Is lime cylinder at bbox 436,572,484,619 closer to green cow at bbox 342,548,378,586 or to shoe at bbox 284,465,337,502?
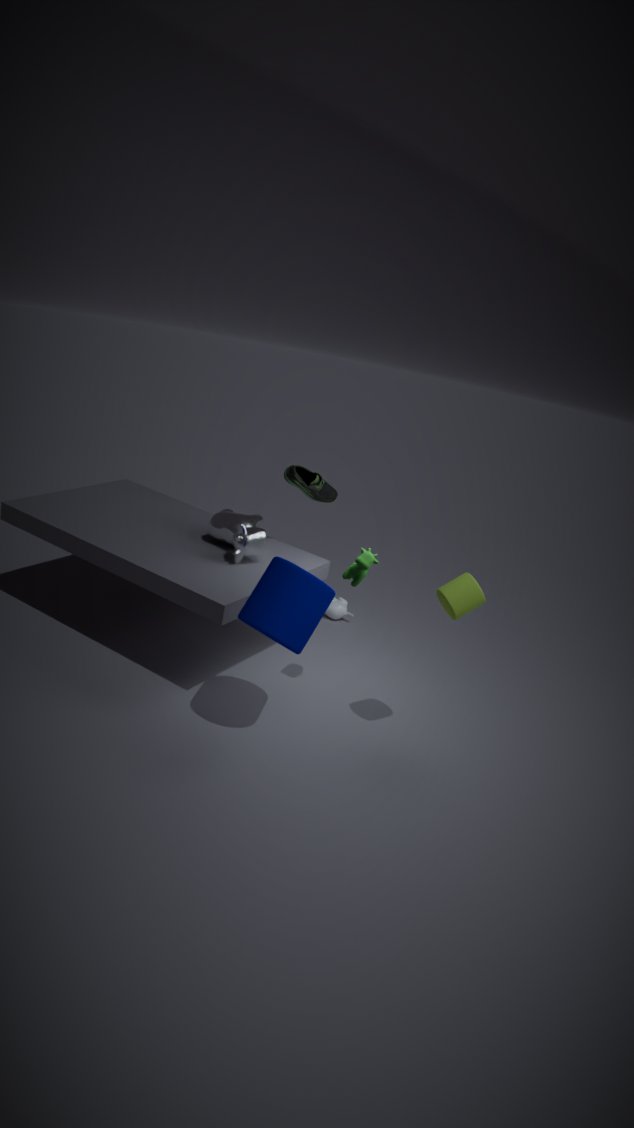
green cow at bbox 342,548,378,586
